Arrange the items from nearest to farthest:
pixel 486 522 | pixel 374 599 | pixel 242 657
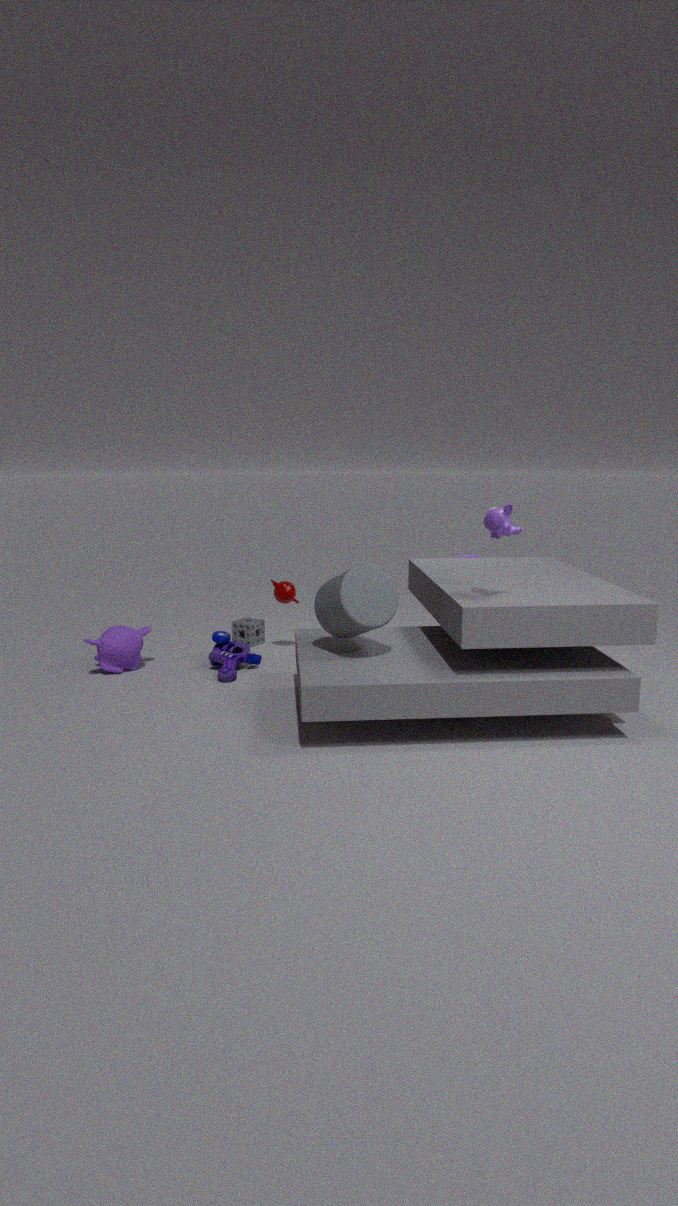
pixel 486 522 → pixel 374 599 → pixel 242 657
